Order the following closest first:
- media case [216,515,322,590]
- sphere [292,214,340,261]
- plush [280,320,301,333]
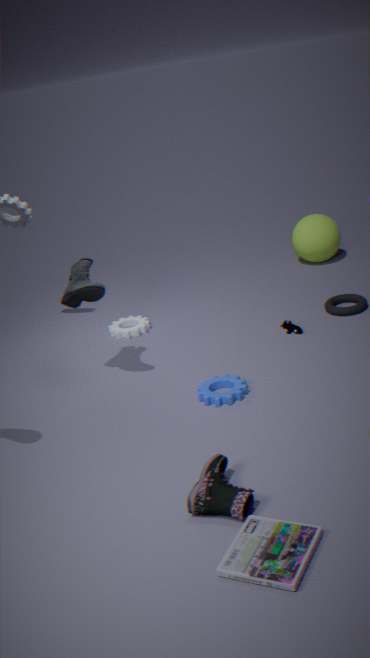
media case [216,515,322,590]
plush [280,320,301,333]
sphere [292,214,340,261]
